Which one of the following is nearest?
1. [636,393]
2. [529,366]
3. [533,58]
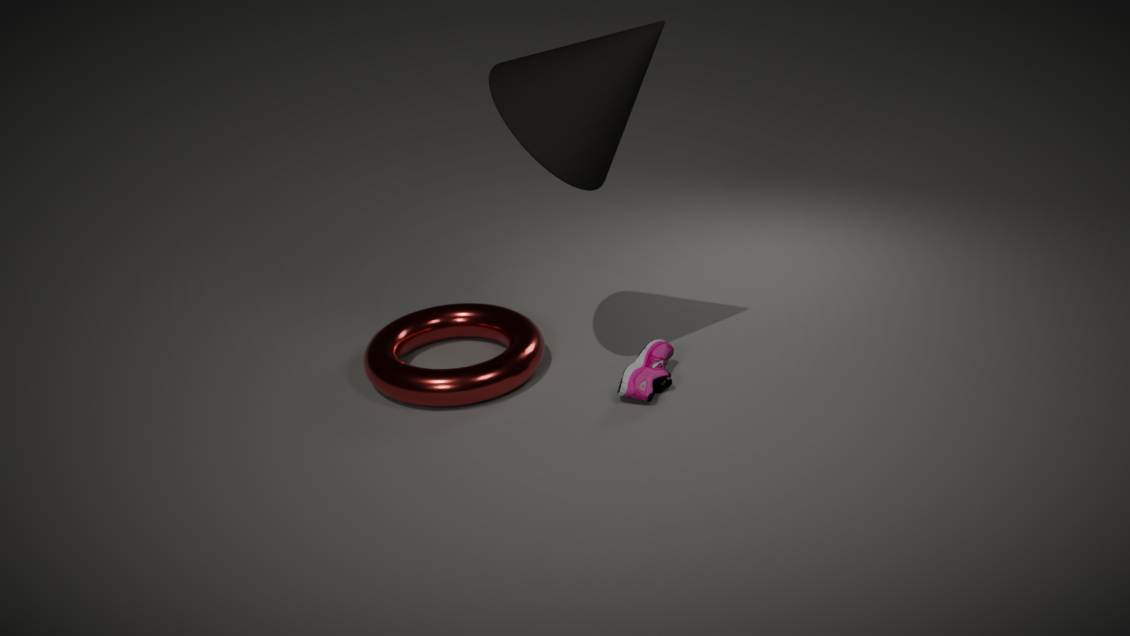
[533,58]
